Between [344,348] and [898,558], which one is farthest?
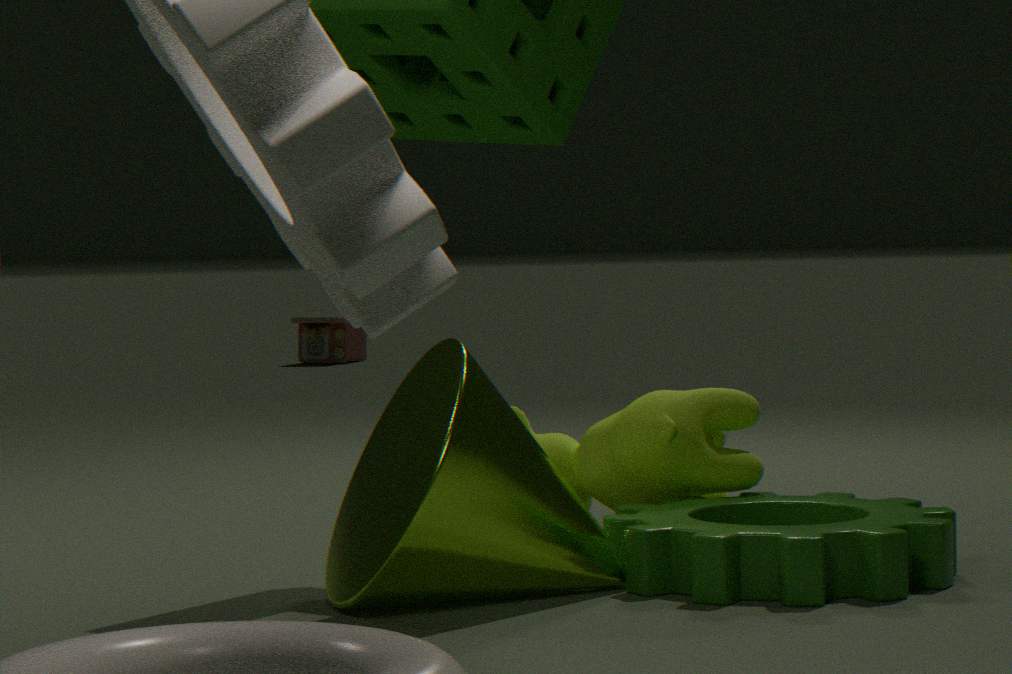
[344,348]
